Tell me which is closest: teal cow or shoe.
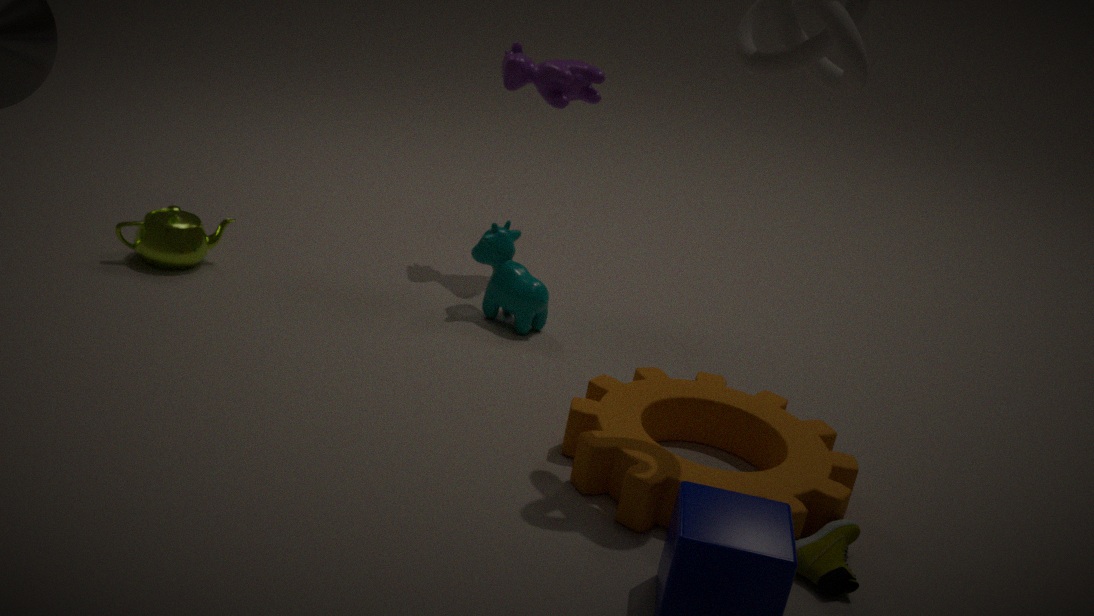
shoe
